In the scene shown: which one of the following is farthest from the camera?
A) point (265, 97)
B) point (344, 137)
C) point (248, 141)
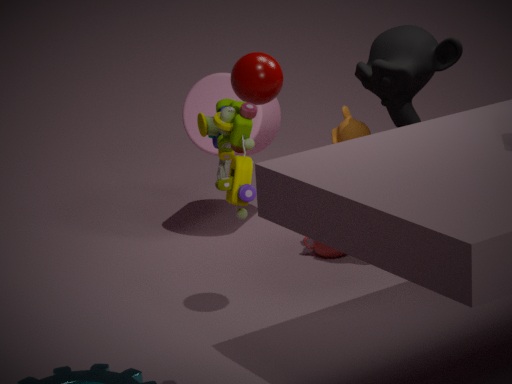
point (344, 137)
